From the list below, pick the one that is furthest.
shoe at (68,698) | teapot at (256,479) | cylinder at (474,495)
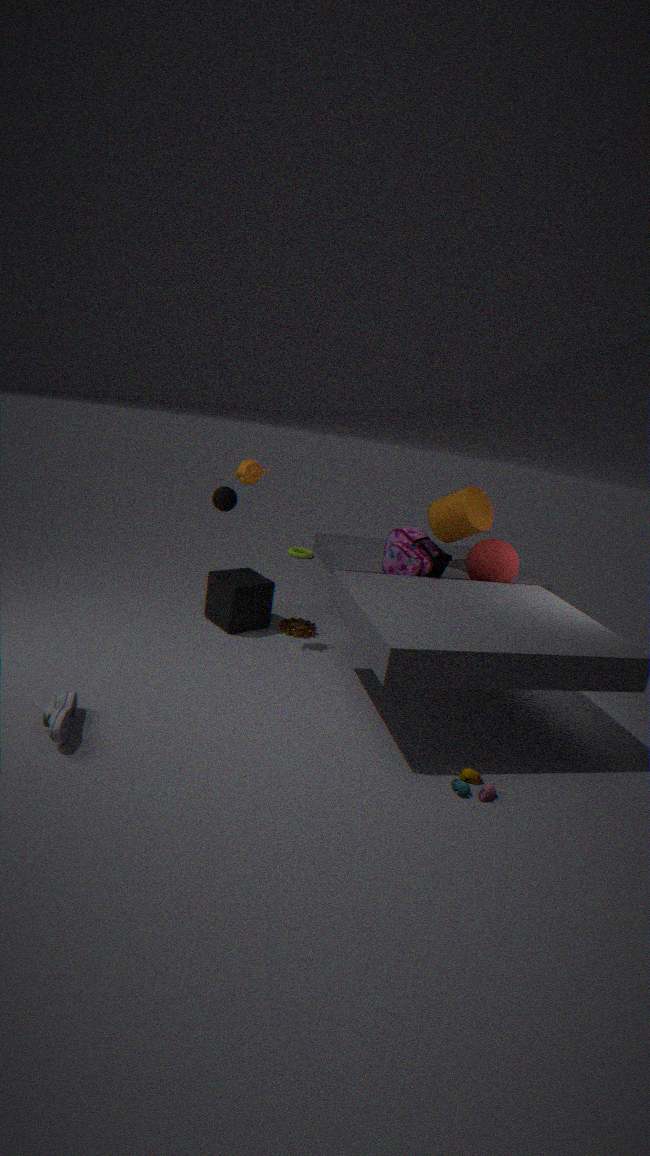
cylinder at (474,495)
